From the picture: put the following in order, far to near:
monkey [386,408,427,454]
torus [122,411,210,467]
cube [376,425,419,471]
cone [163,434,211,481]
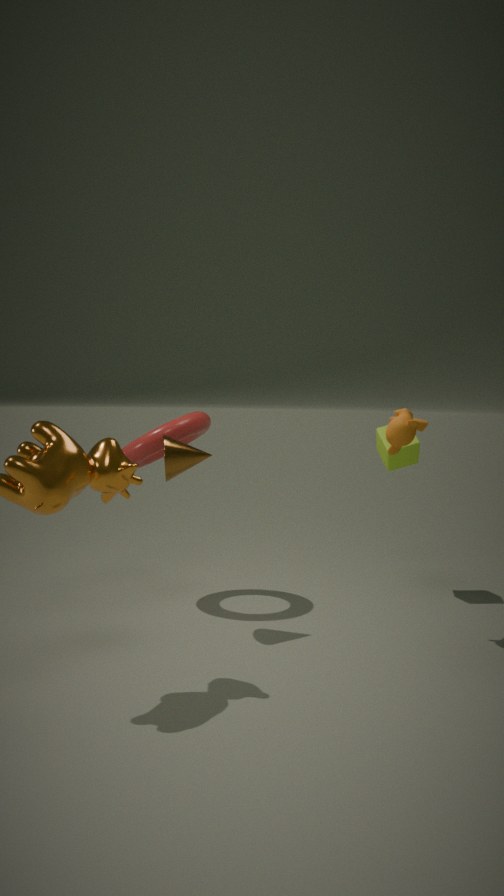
cube [376,425,419,471] < torus [122,411,210,467] < cone [163,434,211,481] < monkey [386,408,427,454]
